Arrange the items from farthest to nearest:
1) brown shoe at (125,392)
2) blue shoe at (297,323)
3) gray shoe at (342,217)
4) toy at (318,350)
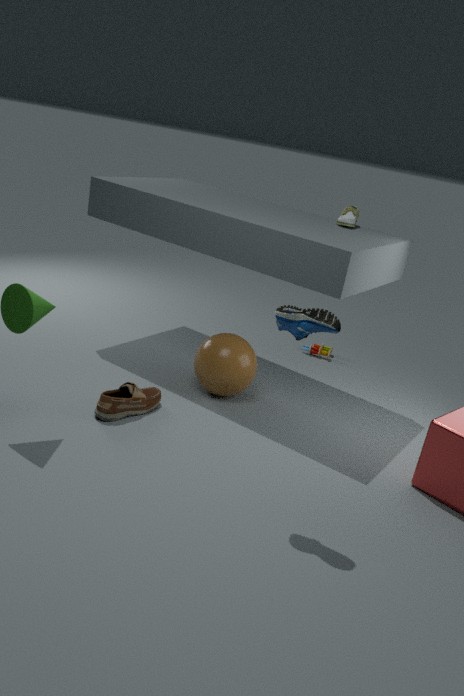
4. toy at (318,350)
3. gray shoe at (342,217)
1. brown shoe at (125,392)
2. blue shoe at (297,323)
